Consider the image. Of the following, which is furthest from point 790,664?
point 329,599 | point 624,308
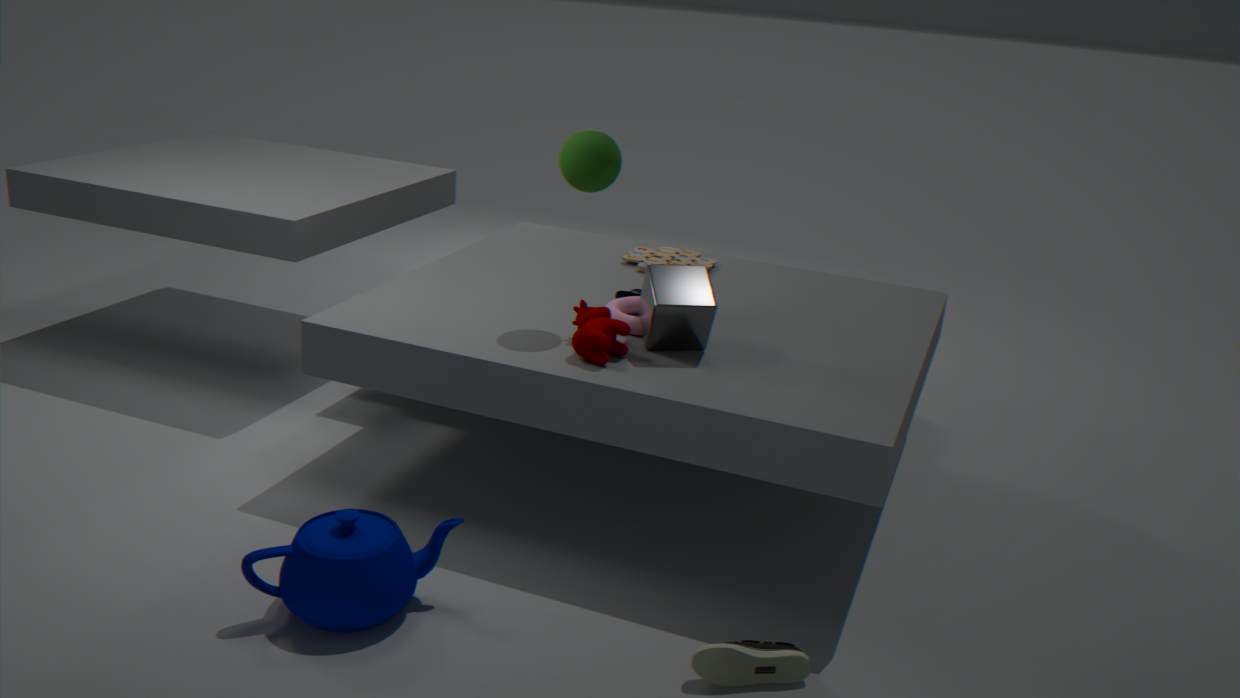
point 624,308
